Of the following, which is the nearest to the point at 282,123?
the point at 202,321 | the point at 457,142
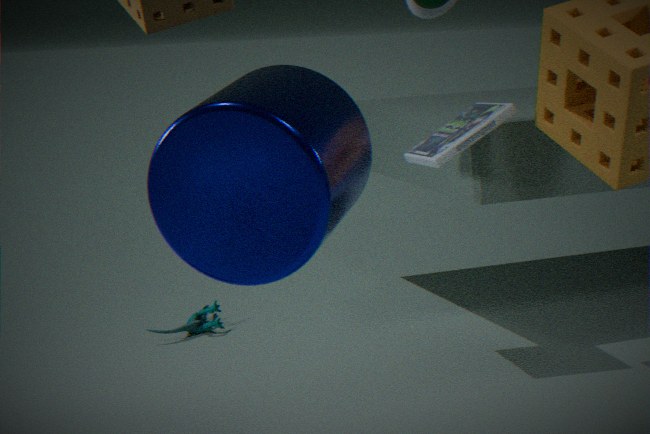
the point at 457,142
